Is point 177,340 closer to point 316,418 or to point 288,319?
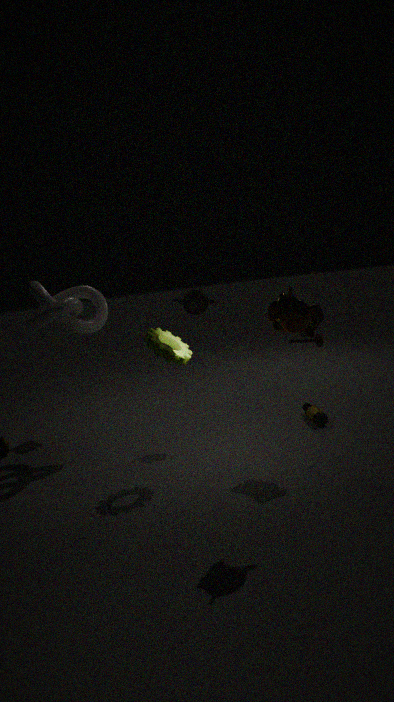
point 288,319
